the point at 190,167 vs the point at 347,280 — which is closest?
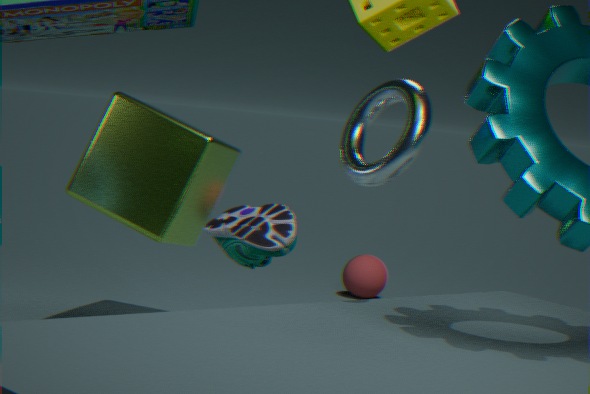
the point at 190,167
